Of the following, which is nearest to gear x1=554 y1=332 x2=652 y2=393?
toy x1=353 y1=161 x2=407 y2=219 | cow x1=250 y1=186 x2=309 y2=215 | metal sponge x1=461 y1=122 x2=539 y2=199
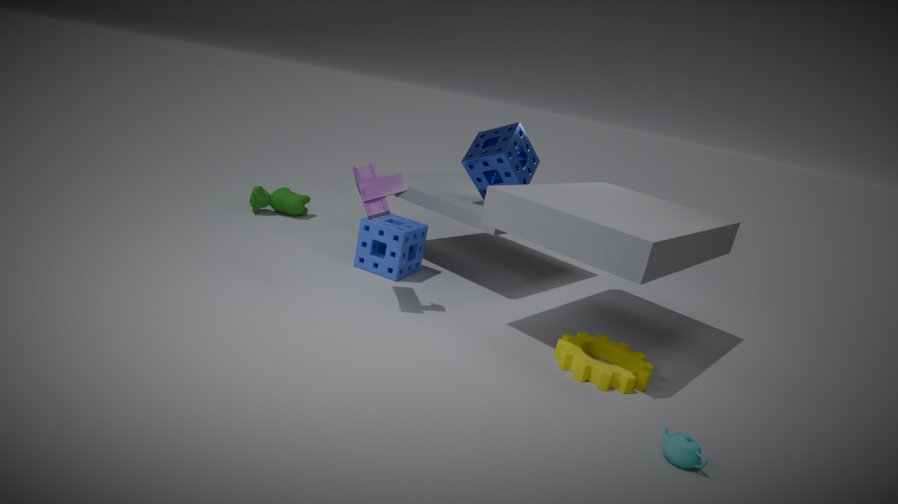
metal sponge x1=461 y1=122 x2=539 y2=199
